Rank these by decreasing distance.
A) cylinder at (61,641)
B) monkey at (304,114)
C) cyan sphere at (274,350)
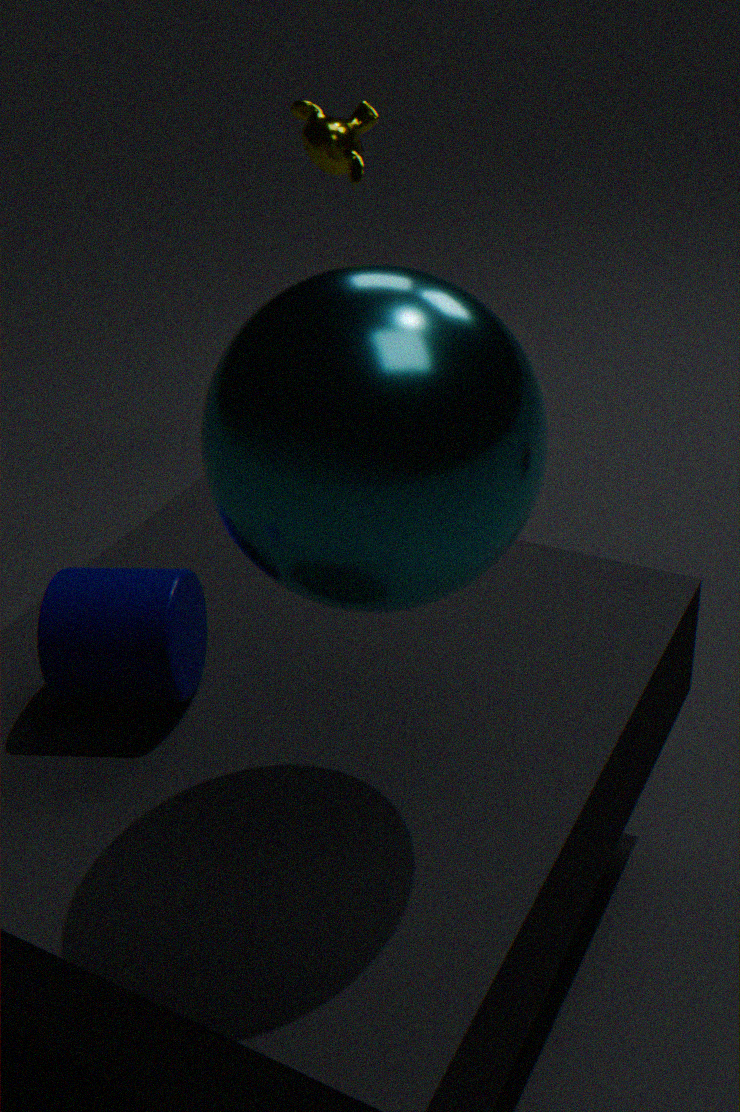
monkey at (304,114)
cylinder at (61,641)
cyan sphere at (274,350)
